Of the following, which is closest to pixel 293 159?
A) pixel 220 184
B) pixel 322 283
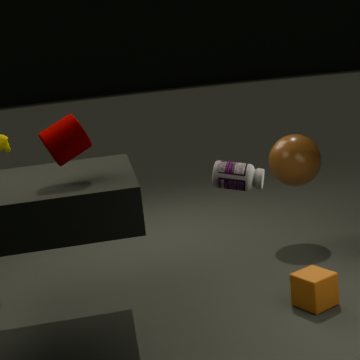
pixel 322 283
